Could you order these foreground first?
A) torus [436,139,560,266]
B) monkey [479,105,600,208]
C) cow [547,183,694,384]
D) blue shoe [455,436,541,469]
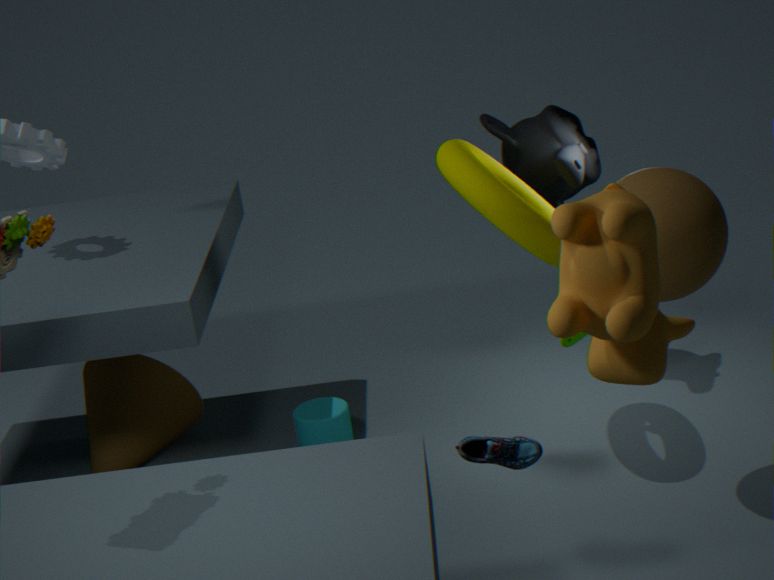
cow [547,183,694,384] < blue shoe [455,436,541,469] < torus [436,139,560,266] < monkey [479,105,600,208]
